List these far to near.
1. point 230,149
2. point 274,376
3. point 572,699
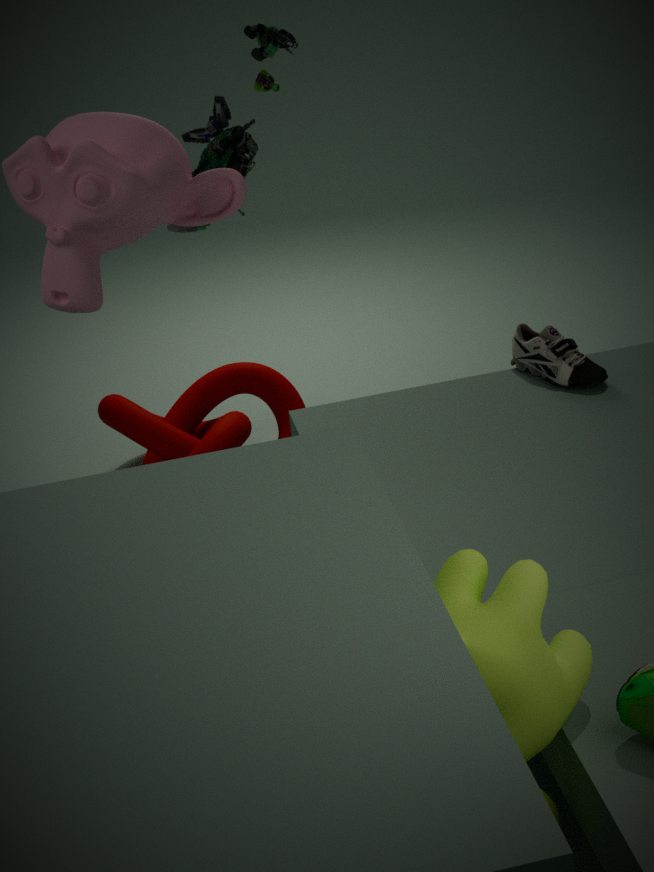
point 274,376, point 230,149, point 572,699
